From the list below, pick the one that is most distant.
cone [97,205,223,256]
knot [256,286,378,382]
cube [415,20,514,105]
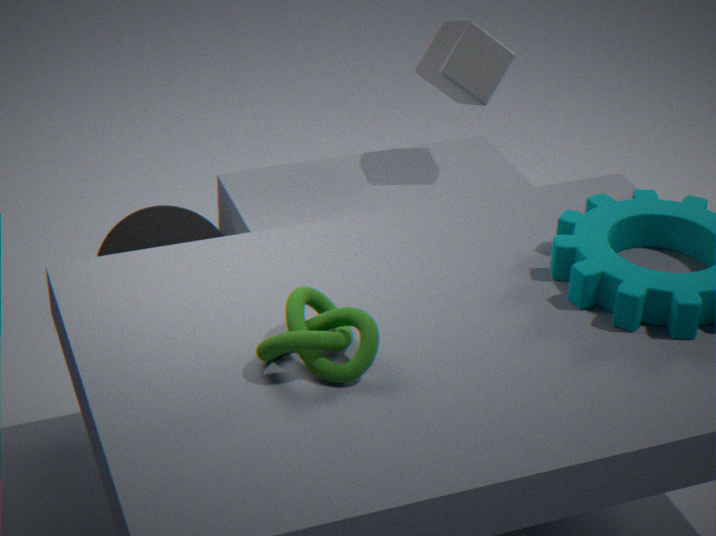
cone [97,205,223,256]
